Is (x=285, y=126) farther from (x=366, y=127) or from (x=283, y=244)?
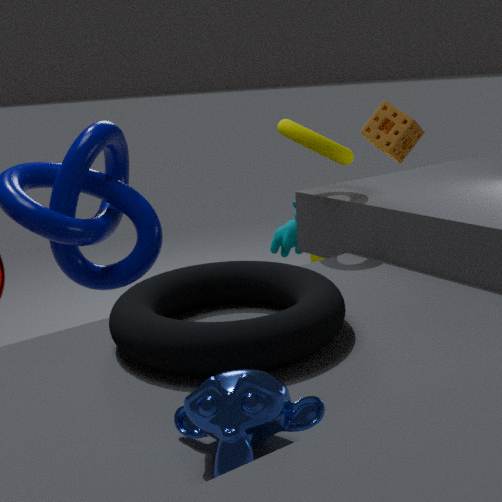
(x=366, y=127)
